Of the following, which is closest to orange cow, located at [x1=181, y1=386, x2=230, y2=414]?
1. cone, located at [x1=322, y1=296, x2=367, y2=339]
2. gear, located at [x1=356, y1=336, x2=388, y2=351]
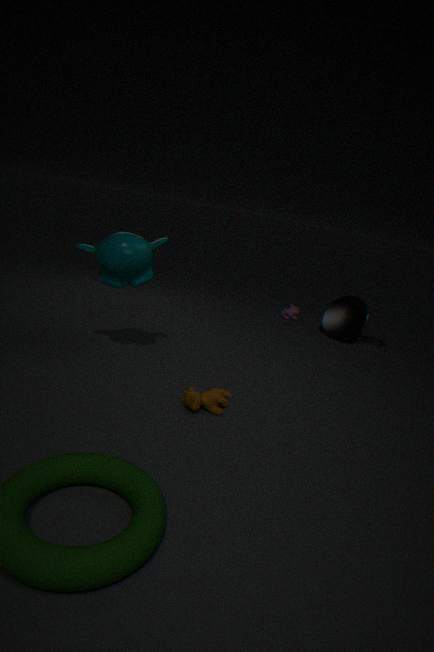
cone, located at [x1=322, y1=296, x2=367, y2=339]
